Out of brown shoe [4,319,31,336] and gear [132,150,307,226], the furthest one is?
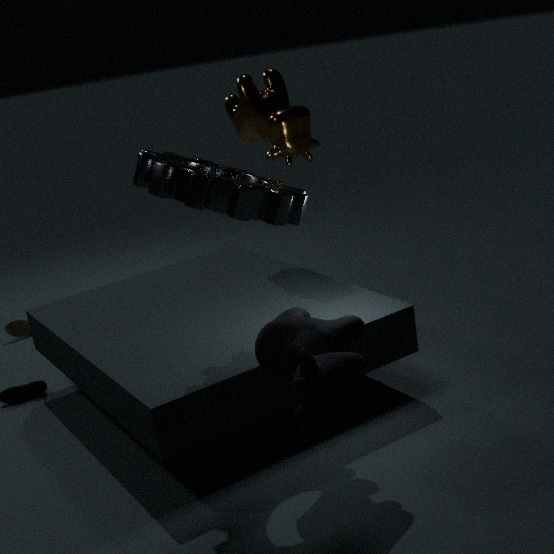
brown shoe [4,319,31,336]
